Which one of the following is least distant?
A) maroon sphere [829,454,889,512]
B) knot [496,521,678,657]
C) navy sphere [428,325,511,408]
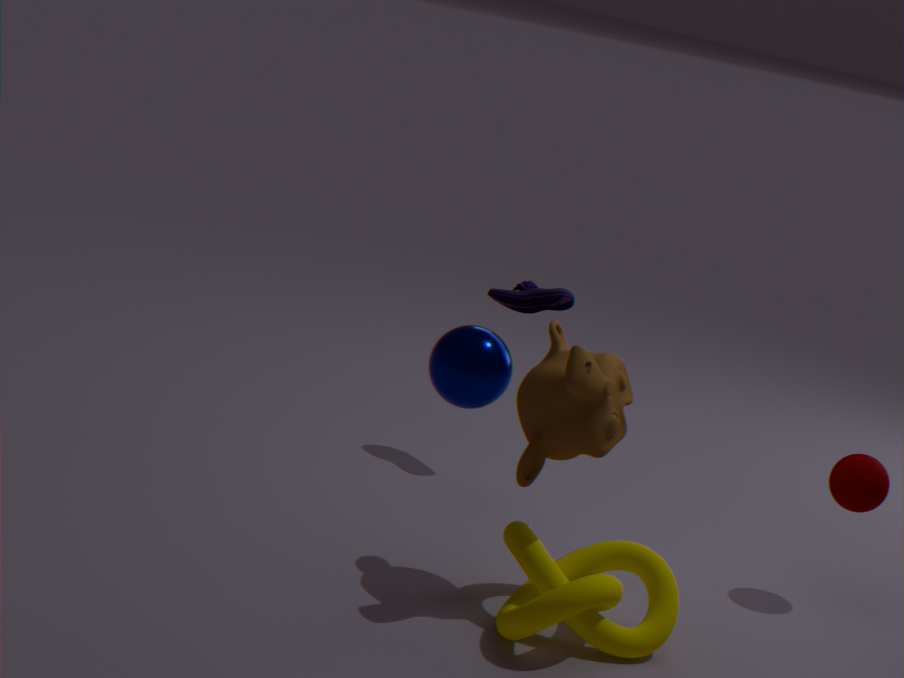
navy sphere [428,325,511,408]
